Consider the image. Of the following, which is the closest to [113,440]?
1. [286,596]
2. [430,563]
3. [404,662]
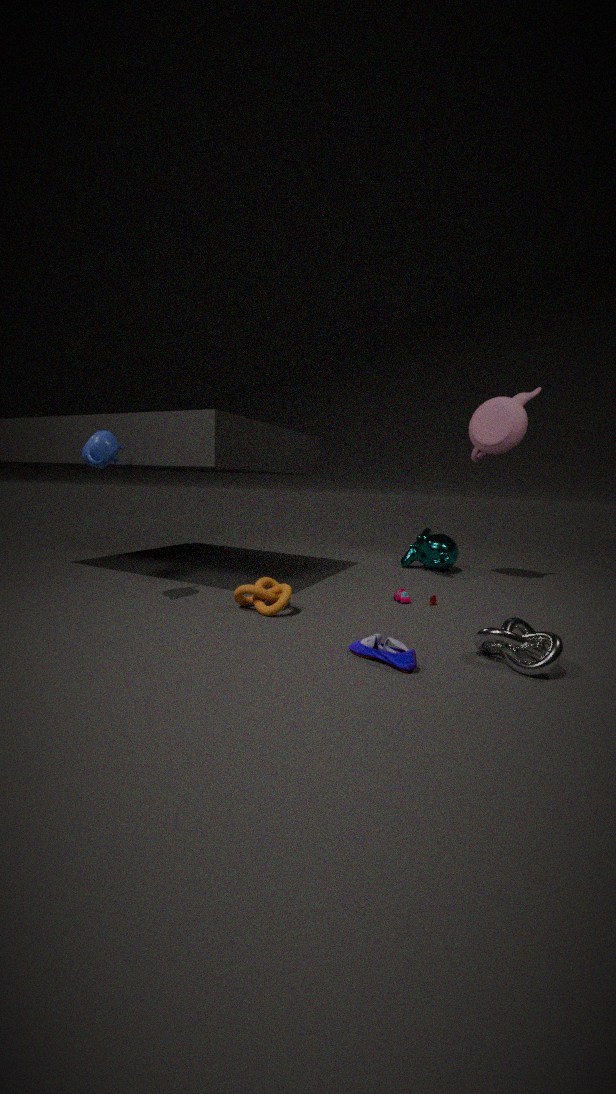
[286,596]
